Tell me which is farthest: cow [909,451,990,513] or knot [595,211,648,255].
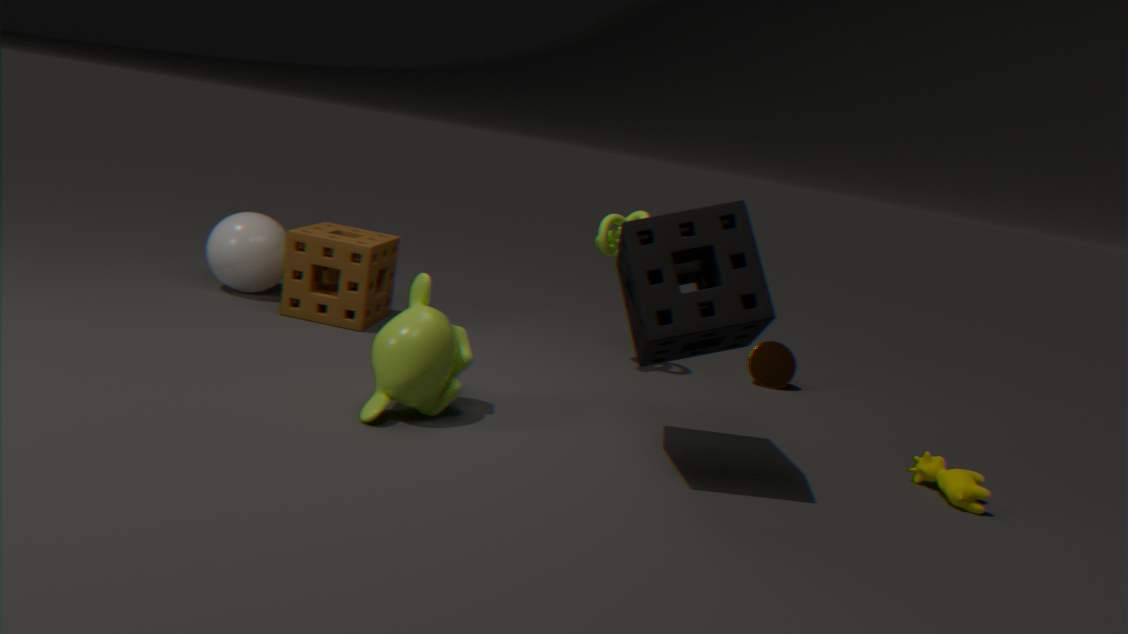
Answer: knot [595,211,648,255]
